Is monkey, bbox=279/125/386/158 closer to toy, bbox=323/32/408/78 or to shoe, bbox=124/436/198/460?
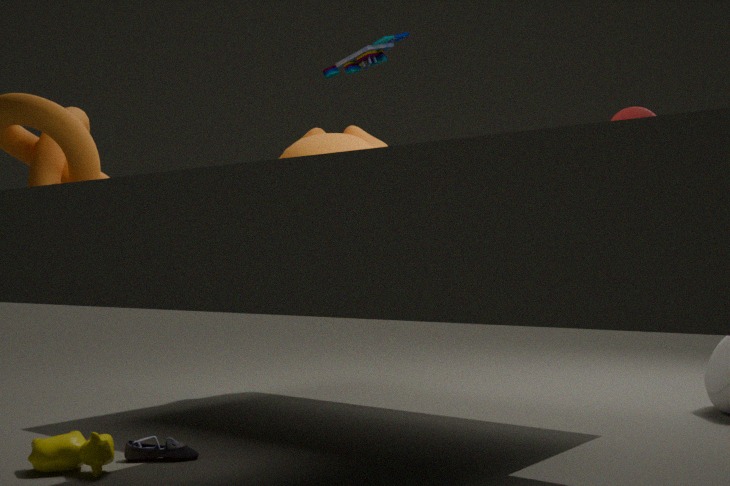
toy, bbox=323/32/408/78
